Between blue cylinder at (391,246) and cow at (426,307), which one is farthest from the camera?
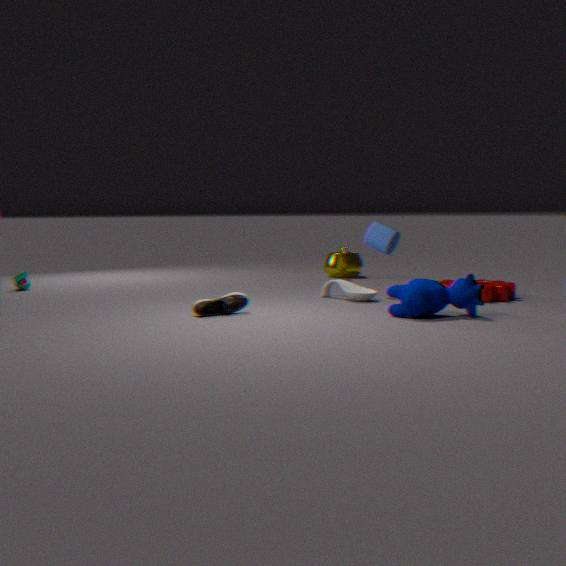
blue cylinder at (391,246)
